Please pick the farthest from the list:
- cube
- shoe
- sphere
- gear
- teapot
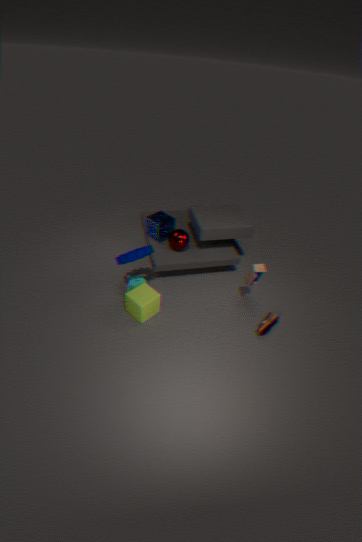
sphere
